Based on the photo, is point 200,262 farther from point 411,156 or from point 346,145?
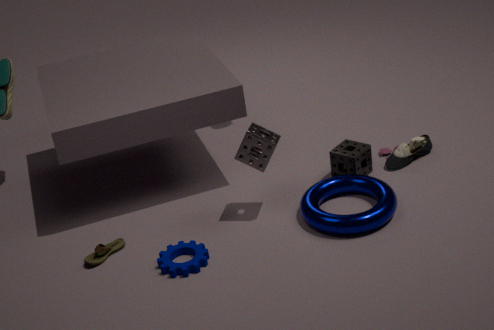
point 411,156
